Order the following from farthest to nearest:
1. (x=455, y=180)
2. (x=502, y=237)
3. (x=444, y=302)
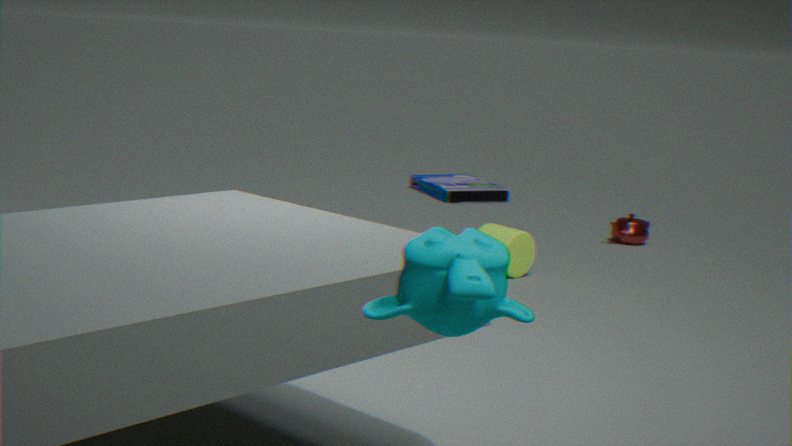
(x=455, y=180) → (x=502, y=237) → (x=444, y=302)
